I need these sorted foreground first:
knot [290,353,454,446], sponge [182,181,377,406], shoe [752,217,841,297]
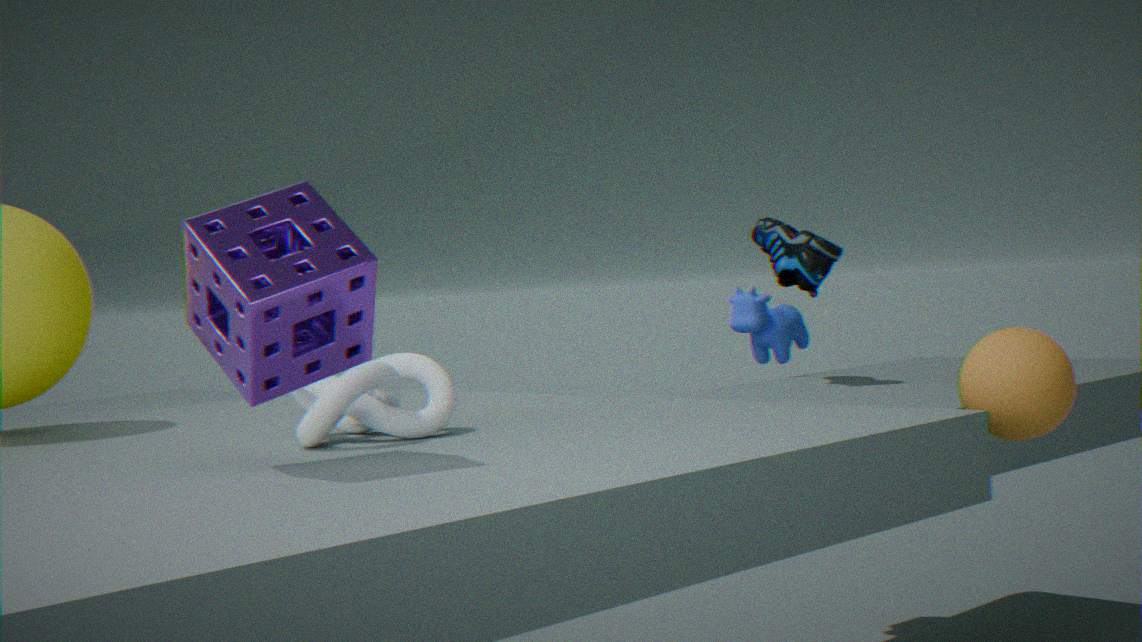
sponge [182,181,377,406]
knot [290,353,454,446]
shoe [752,217,841,297]
